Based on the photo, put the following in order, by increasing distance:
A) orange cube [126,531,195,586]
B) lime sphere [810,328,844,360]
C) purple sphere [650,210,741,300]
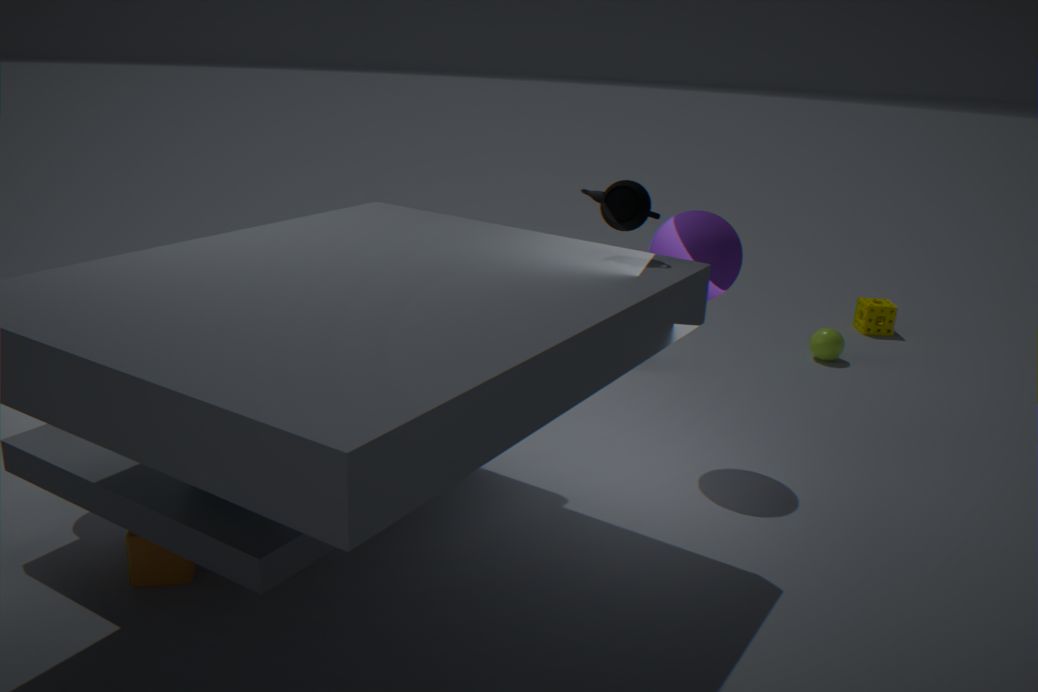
orange cube [126,531,195,586] < purple sphere [650,210,741,300] < lime sphere [810,328,844,360]
